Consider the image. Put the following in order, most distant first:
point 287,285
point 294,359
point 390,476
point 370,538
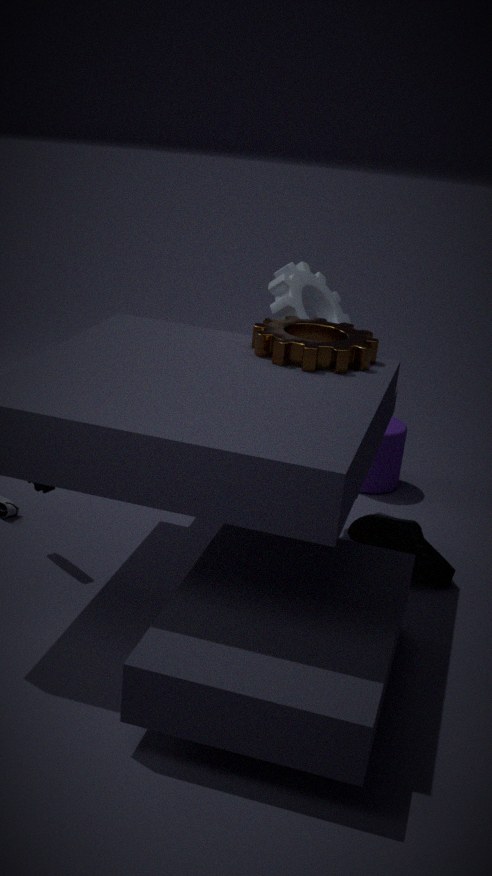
1. point 390,476
2. point 370,538
3. point 287,285
4. point 294,359
